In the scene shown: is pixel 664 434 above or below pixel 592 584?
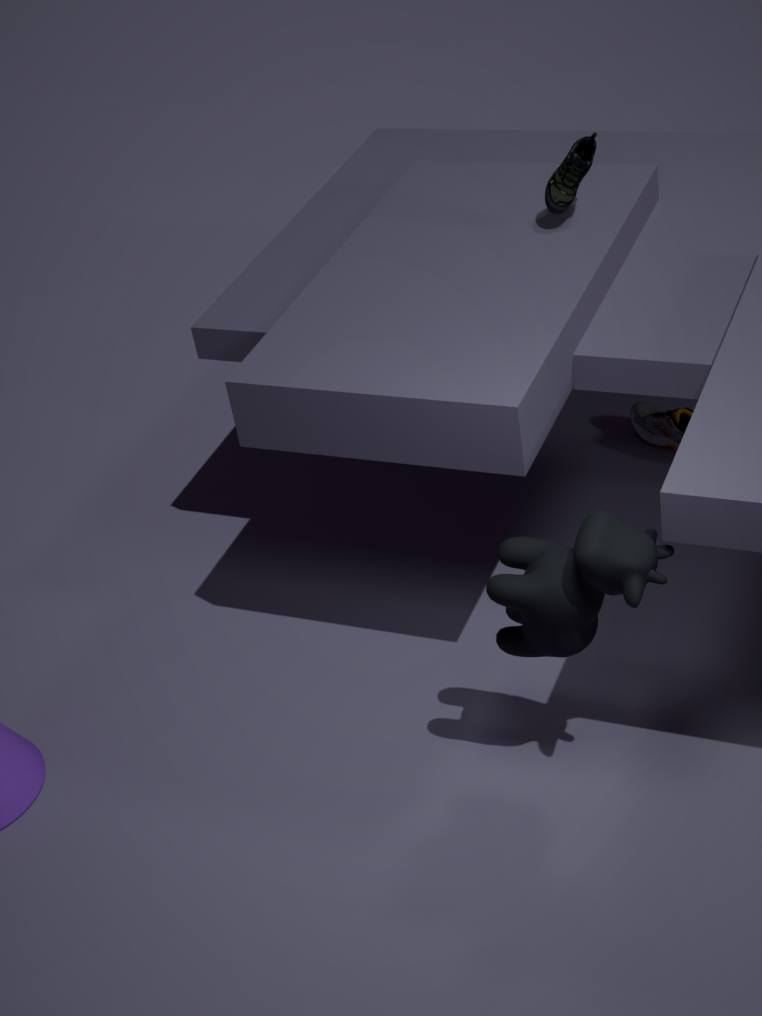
below
